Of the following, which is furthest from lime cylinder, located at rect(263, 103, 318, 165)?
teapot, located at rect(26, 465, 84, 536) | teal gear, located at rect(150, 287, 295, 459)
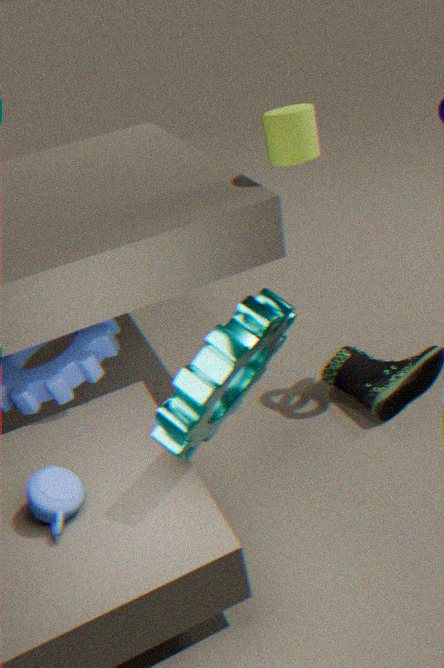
teapot, located at rect(26, 465, 84, 536)
